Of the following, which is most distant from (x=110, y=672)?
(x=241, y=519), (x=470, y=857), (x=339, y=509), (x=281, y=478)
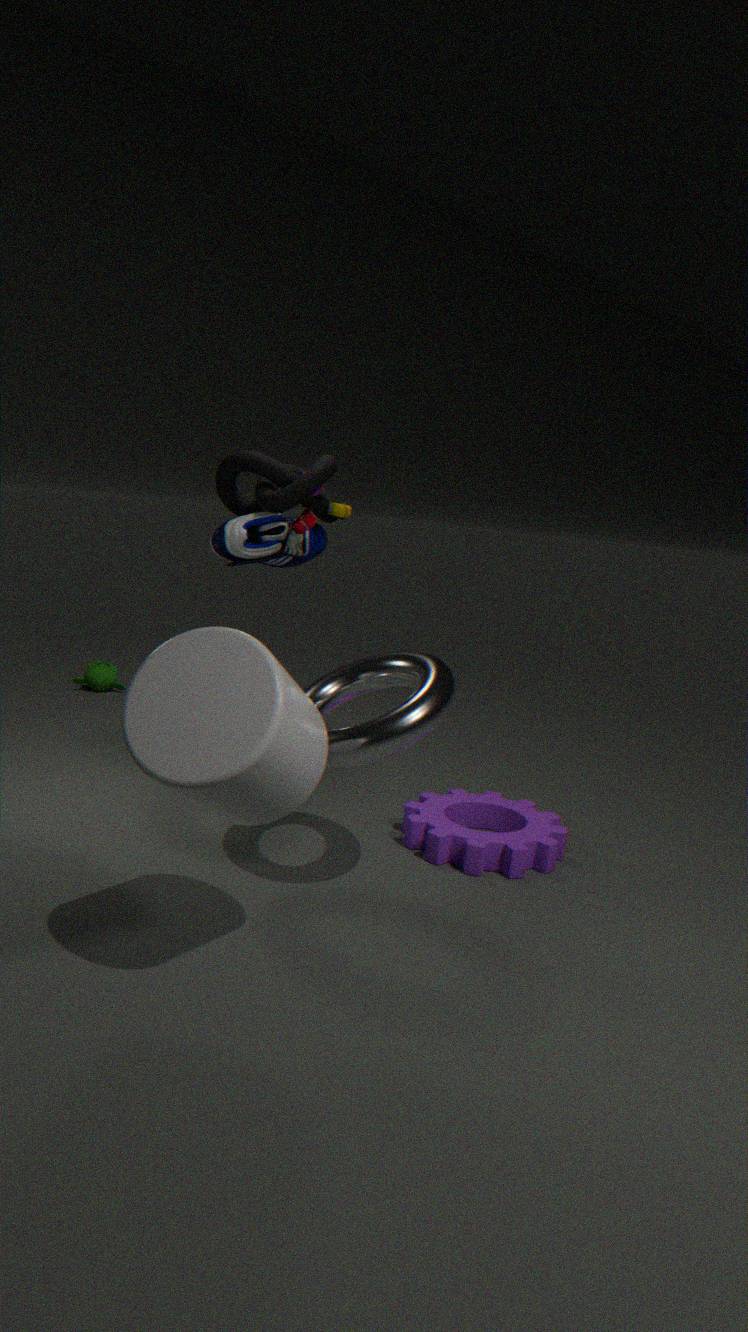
(x=470, y=857)
